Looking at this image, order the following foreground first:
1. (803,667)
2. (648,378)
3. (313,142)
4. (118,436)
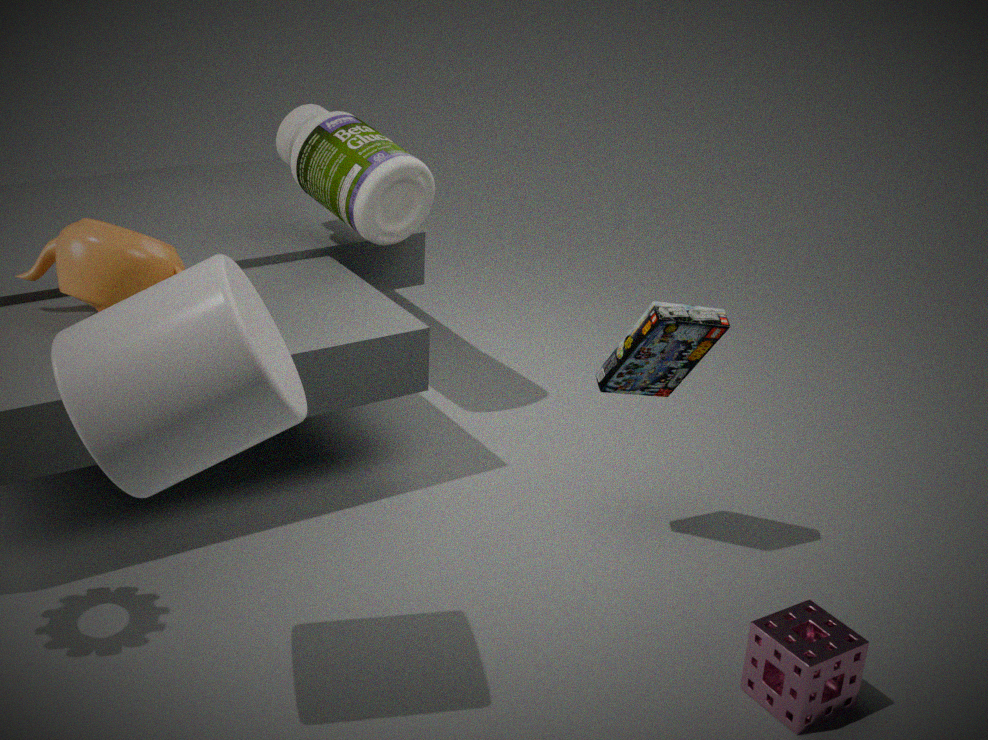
(118,436)
(803,667)
(648,378)
(313,142)
